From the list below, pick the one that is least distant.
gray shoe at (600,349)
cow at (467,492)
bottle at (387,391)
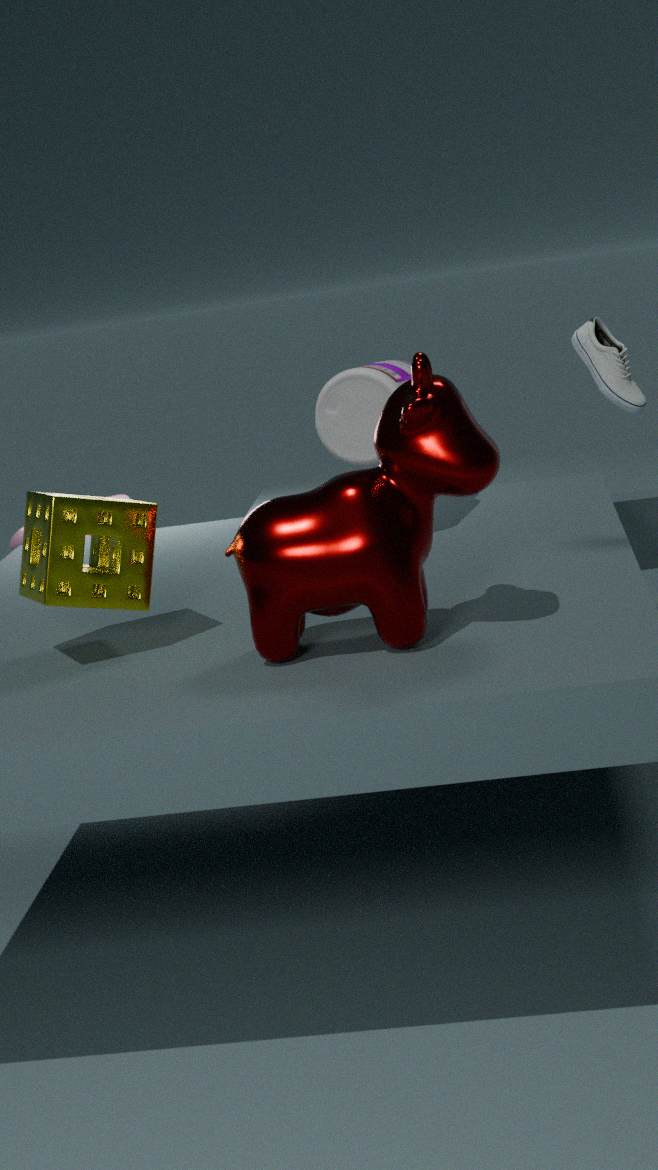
cow at (467,492)
